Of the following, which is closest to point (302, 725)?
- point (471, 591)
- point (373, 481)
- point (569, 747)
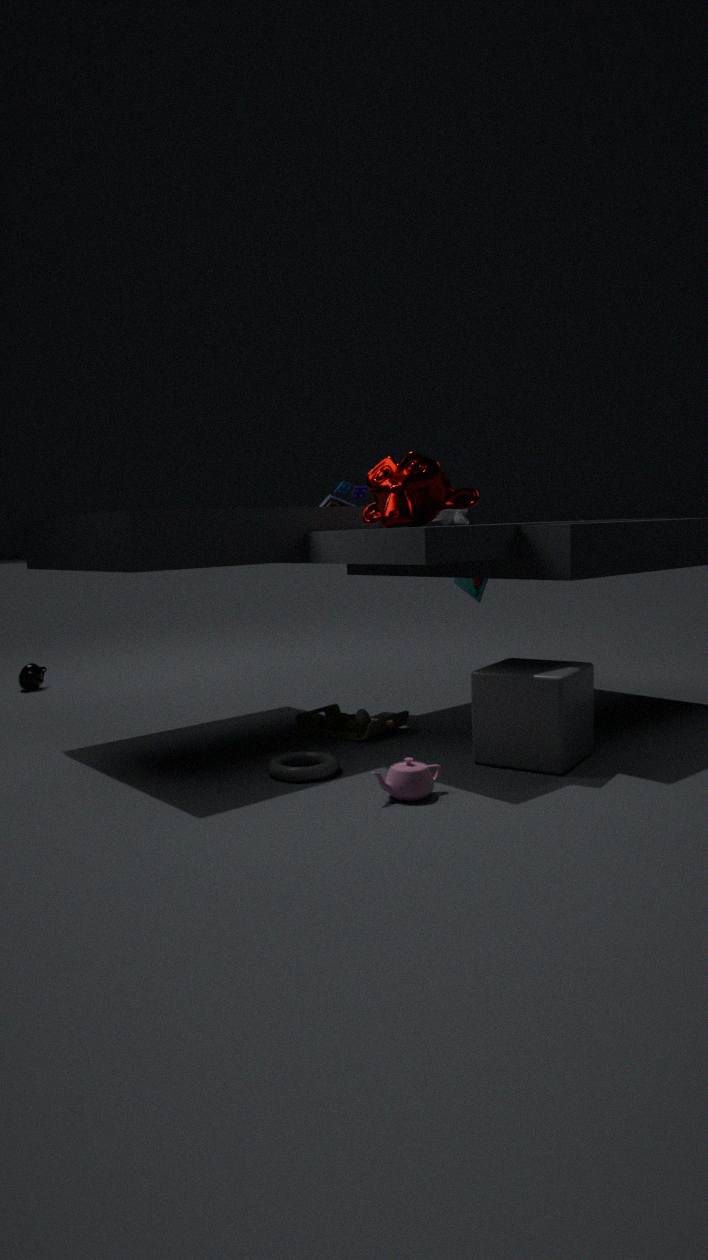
point (569, 747)
